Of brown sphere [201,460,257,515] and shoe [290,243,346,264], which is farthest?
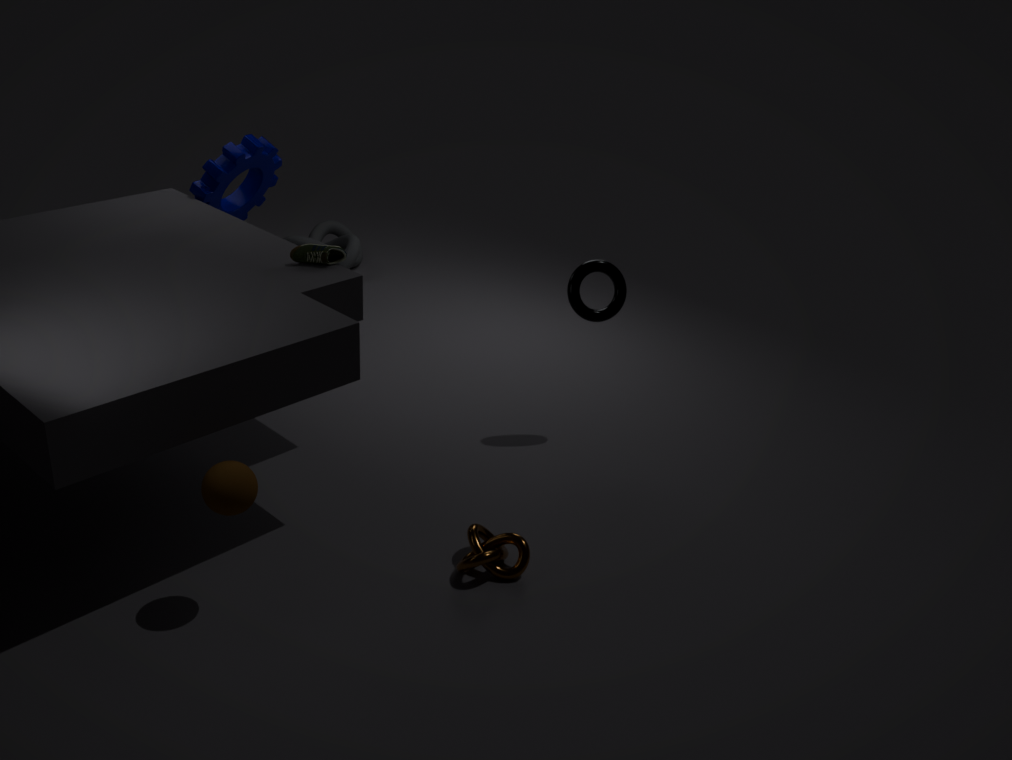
shoe [290,243,346,264]
